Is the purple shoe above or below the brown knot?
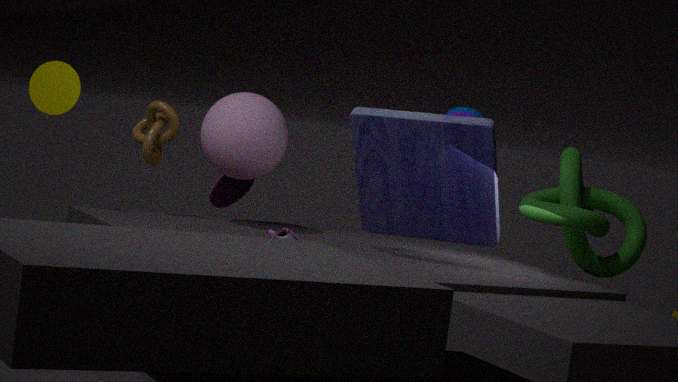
below
